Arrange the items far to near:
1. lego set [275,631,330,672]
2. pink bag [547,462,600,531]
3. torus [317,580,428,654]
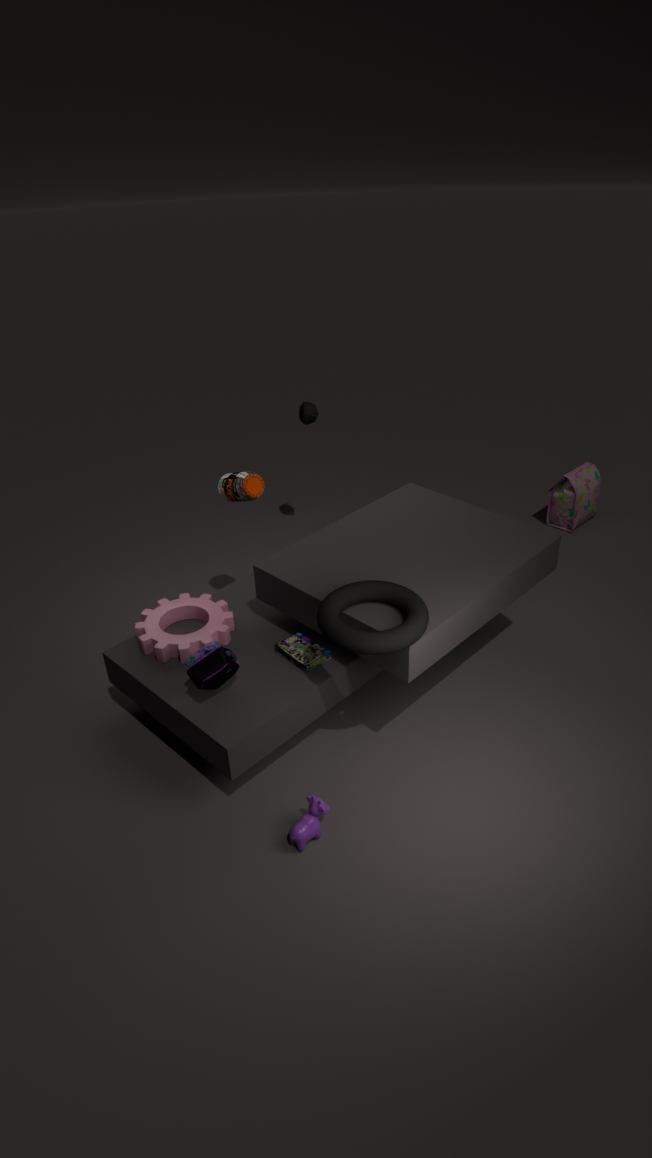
pink bag [547,462,600,531], lego set [275,631,330,672], torus [317,580,428,654]
